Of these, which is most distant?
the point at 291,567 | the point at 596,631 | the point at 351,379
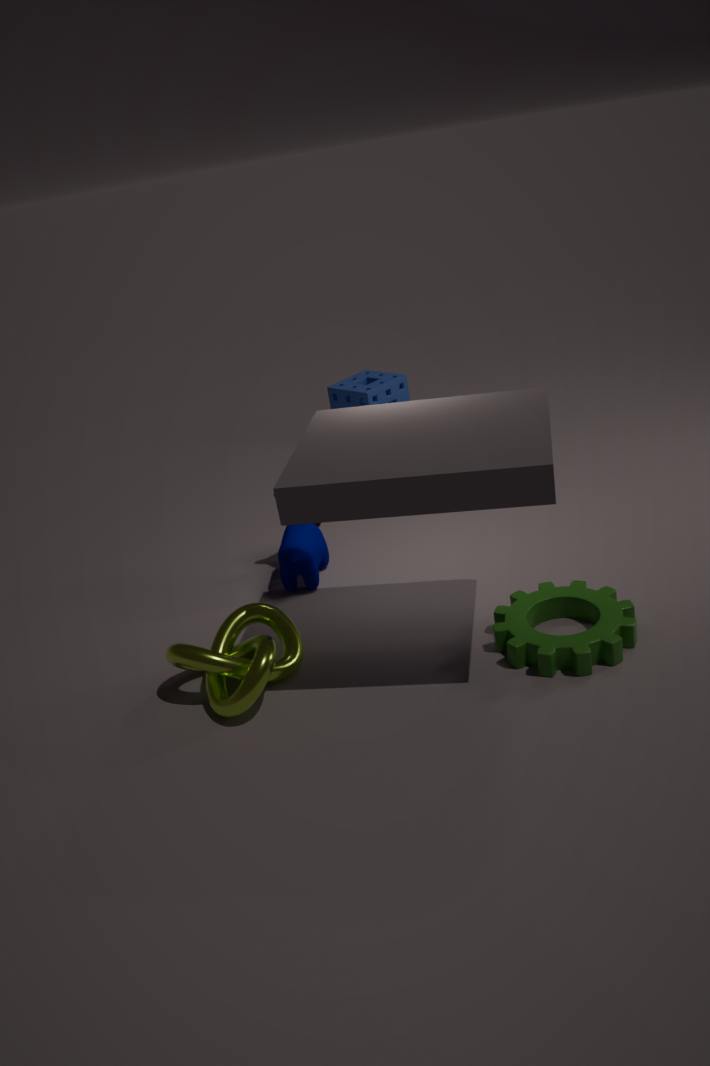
the point at 351,379
